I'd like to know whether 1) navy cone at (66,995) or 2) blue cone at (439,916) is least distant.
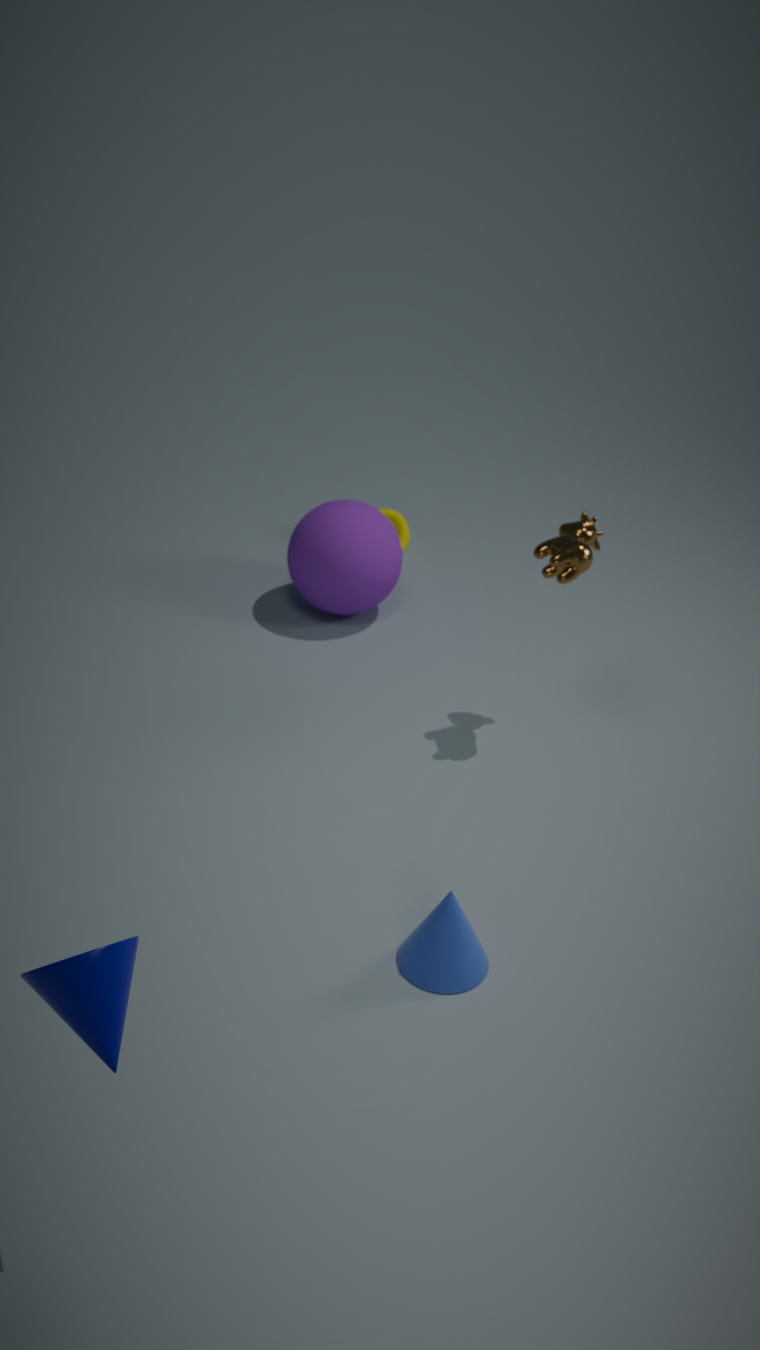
1. navy cone at (66,995)
